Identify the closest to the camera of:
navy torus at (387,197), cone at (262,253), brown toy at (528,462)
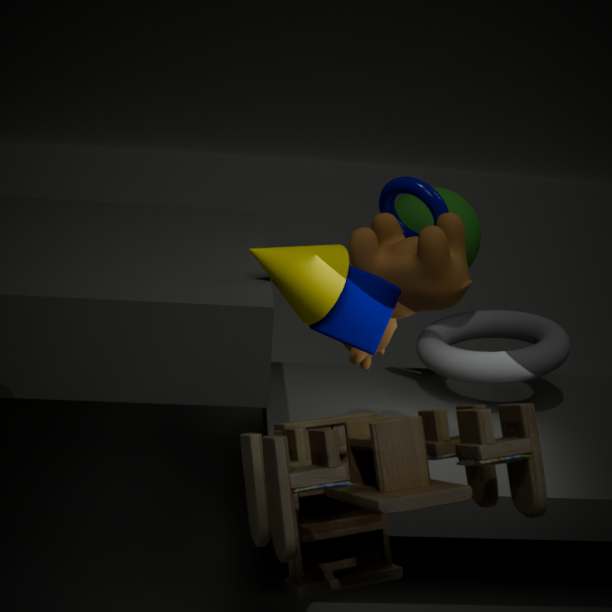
brown toy at (528,462)
